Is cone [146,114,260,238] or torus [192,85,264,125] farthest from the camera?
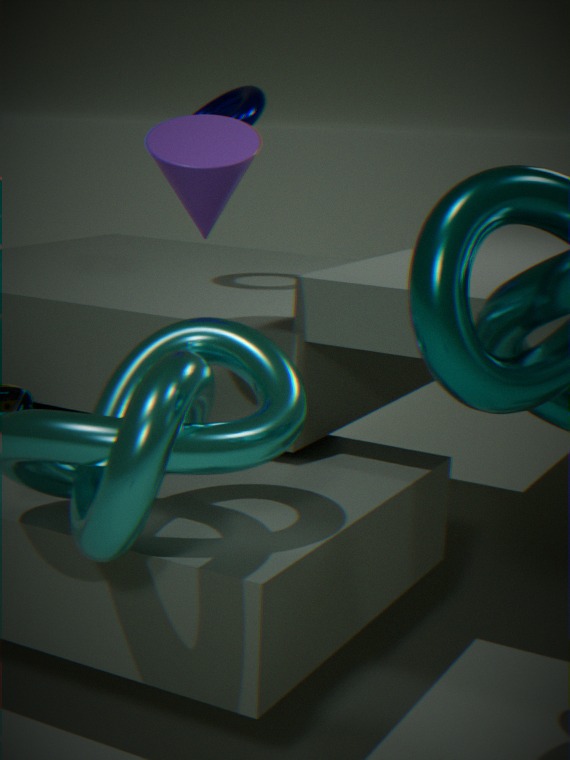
torus [192,85,264,125]
